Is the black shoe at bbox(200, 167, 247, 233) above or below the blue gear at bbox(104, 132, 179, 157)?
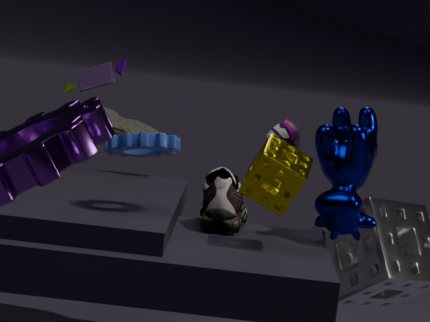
below
